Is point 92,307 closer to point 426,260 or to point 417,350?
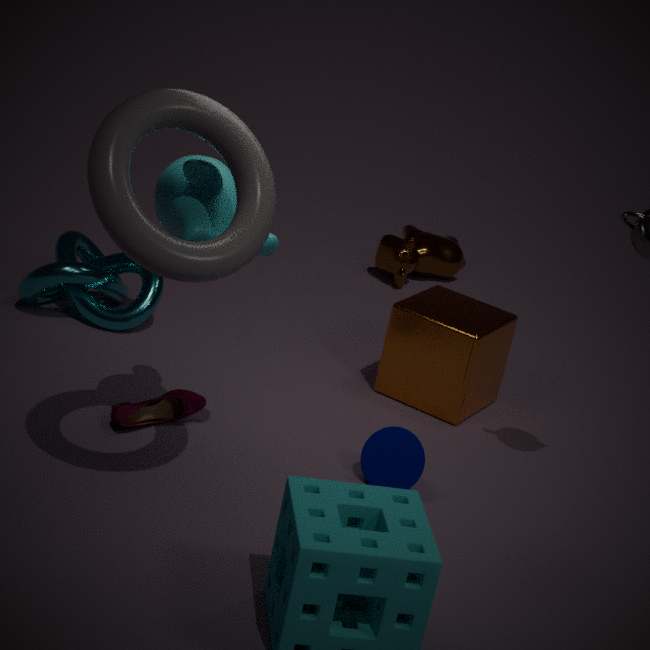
point 417,350
